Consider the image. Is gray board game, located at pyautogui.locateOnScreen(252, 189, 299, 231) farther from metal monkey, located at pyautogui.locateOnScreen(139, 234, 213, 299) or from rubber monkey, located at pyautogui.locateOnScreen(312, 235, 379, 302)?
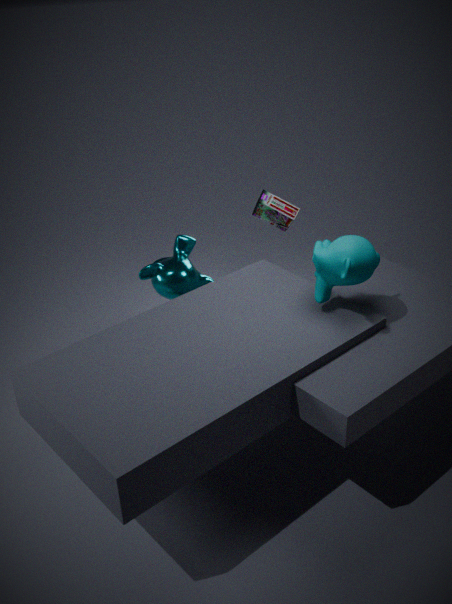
rubber monkey, located at pyautogui.locateOnScreen(312, 235, 379, 302)
